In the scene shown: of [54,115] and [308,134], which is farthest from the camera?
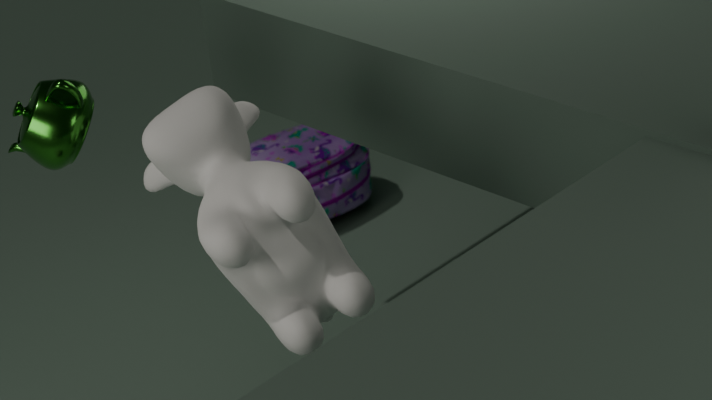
[308,134]
